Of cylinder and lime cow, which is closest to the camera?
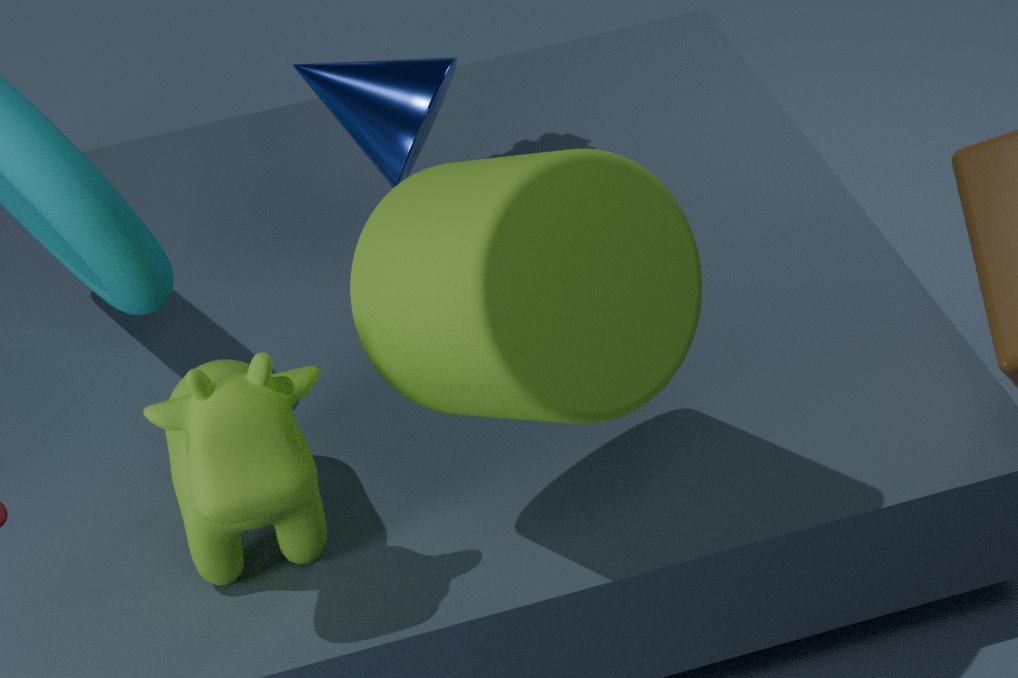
cylinder
